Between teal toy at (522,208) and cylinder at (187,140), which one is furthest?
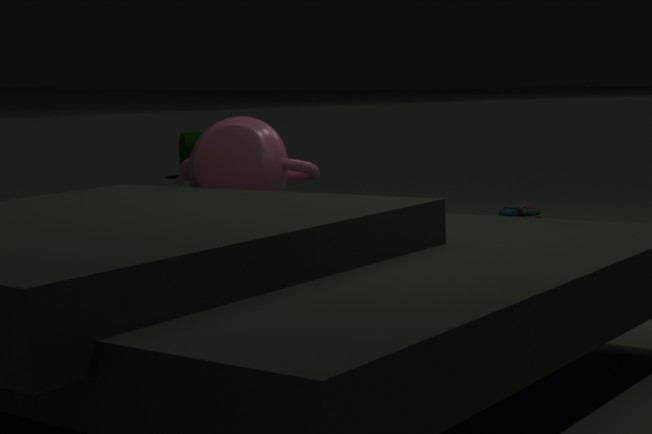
cylinder at (187,140)
